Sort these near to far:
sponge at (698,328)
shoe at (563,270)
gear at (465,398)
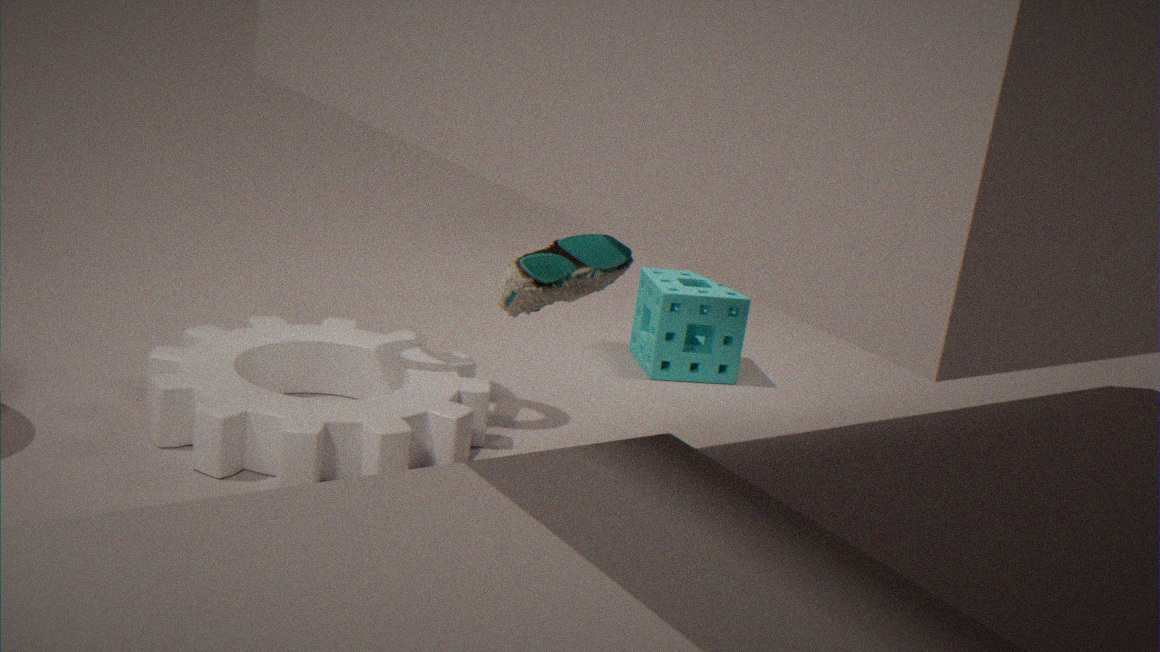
shoe at (563,270), gear at (465,398), sponge at (698,328)
